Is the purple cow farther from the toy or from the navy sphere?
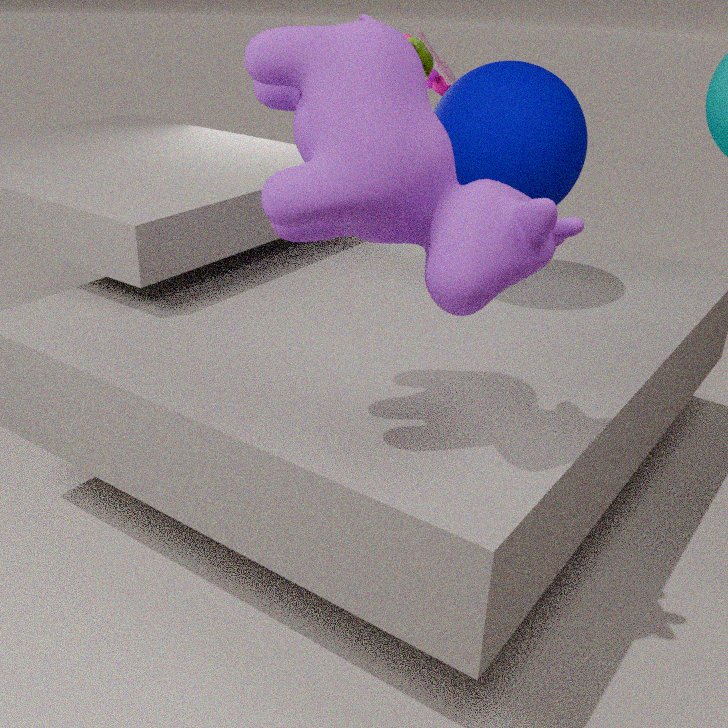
the toy
